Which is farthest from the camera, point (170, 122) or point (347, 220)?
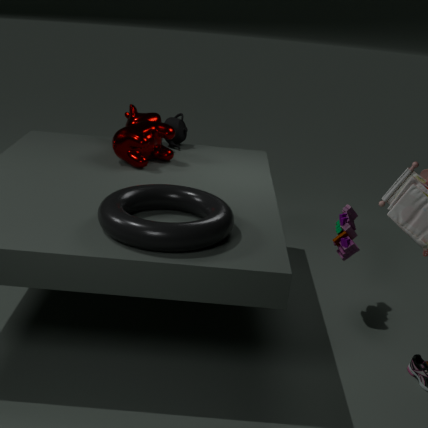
point (170, 122)
